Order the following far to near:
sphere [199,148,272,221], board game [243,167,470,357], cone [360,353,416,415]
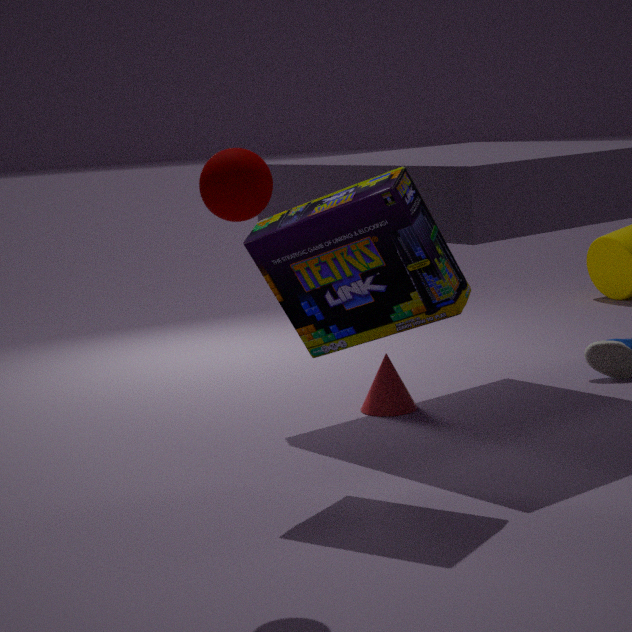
cone [360,353,416,415], board game [243,167,470,357], sphere [199,148,272,221]
